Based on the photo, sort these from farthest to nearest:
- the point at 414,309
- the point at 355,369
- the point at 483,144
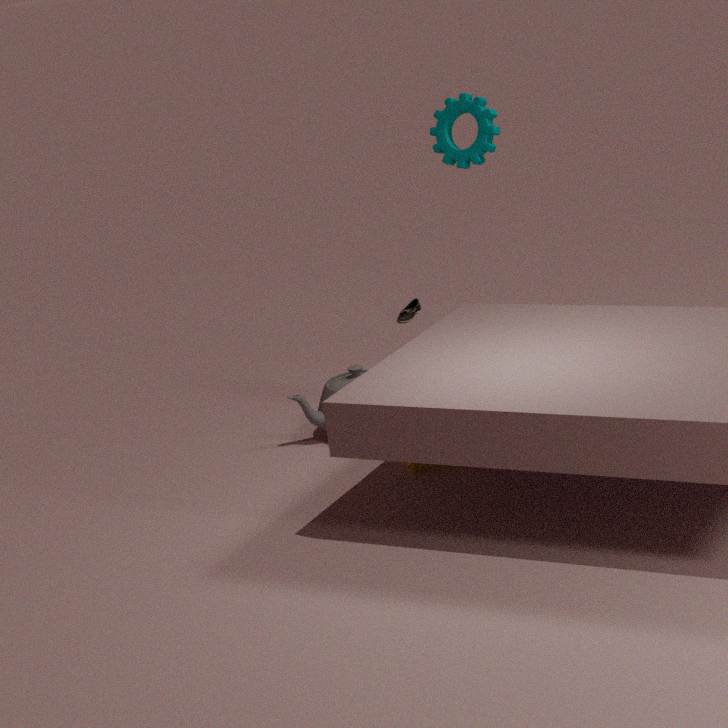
the point at 414,309 < the point at 355,369 < the point at 483,144
